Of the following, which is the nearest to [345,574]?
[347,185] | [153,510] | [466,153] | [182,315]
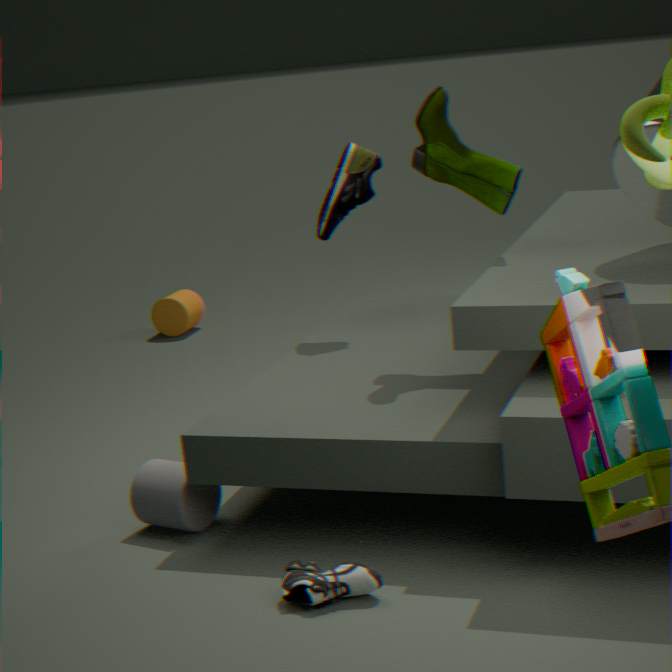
[153,510]
